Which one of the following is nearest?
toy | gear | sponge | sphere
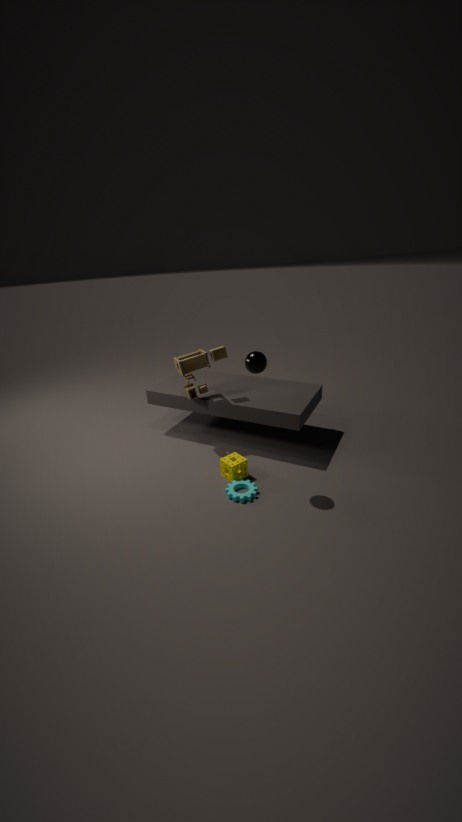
sphere
